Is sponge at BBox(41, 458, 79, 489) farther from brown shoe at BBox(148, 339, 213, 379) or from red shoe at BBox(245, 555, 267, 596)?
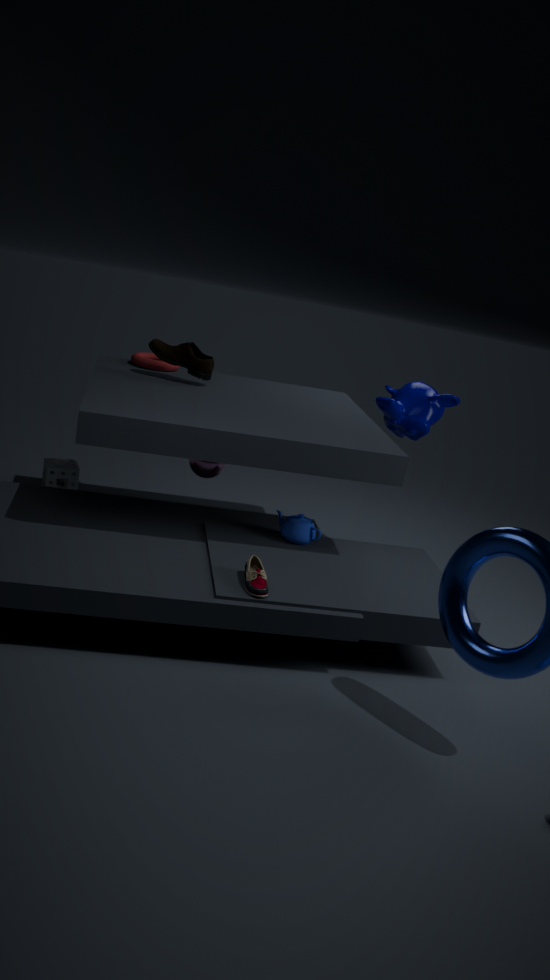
red shoe at BBox(245, 555, 267, 596)
